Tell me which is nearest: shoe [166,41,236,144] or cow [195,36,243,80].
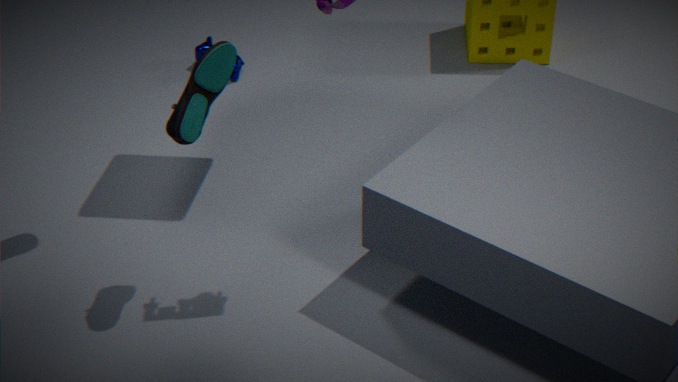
shoe [166,41,236,144]
